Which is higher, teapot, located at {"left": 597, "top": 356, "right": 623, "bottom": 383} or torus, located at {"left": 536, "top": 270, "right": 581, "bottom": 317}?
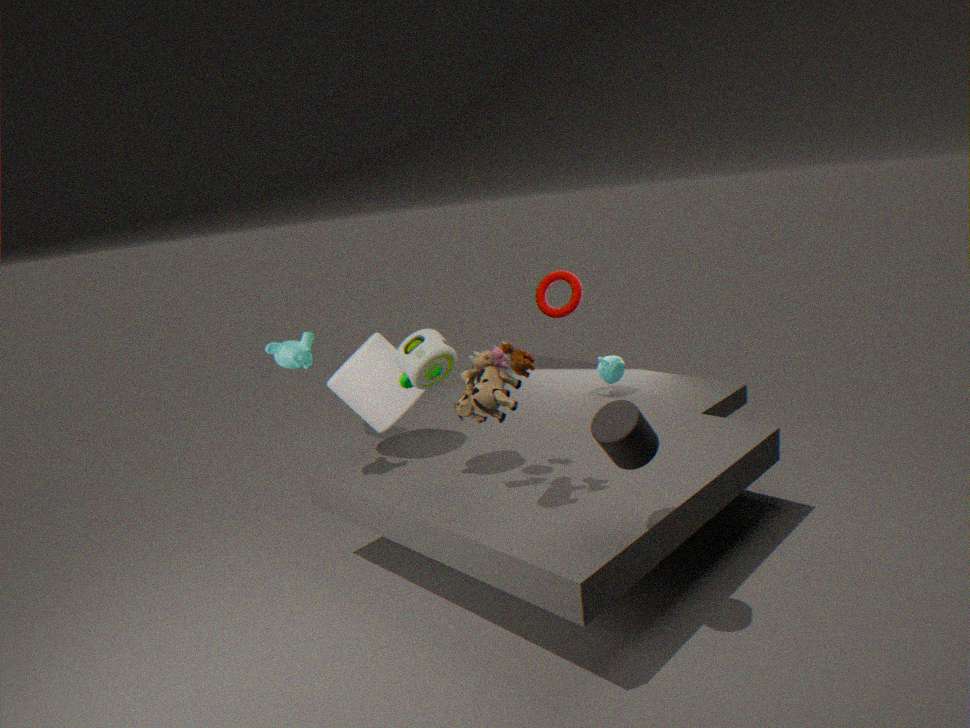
torus, located at {"left": 536, "top": 270, "right": 581, "bottom": 317}
